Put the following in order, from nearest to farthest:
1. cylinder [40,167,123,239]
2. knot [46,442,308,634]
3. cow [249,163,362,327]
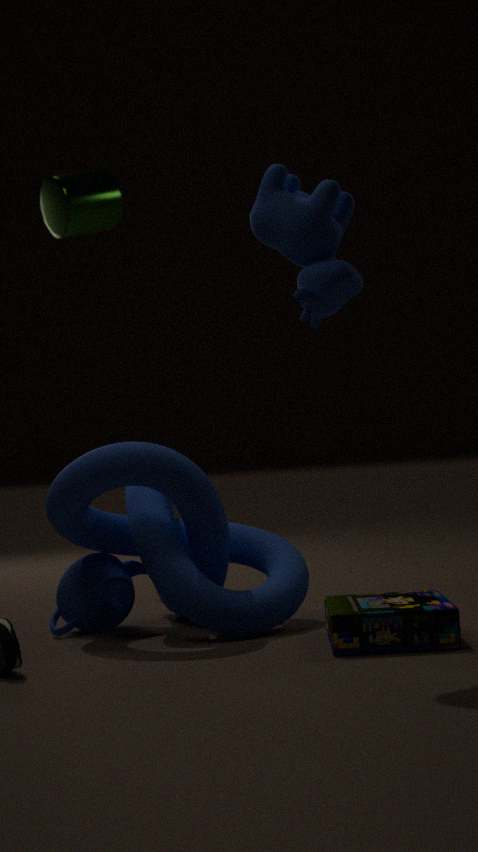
1. cow [249,163,362,327]
2. knot [46,442,308,634]
3. cylinder [40,167,123,239]
